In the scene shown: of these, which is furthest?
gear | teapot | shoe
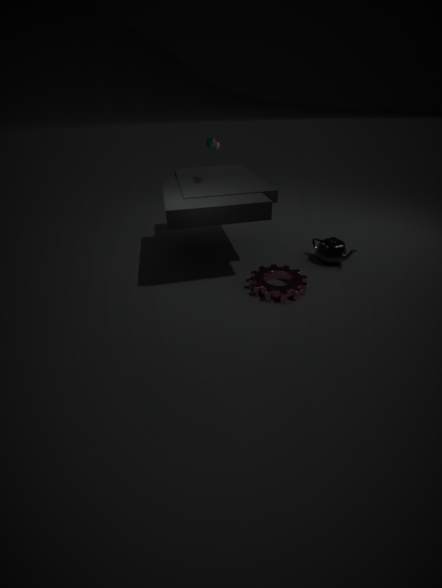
teapot
